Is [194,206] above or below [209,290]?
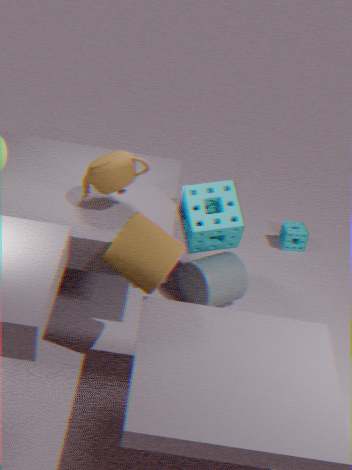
above
